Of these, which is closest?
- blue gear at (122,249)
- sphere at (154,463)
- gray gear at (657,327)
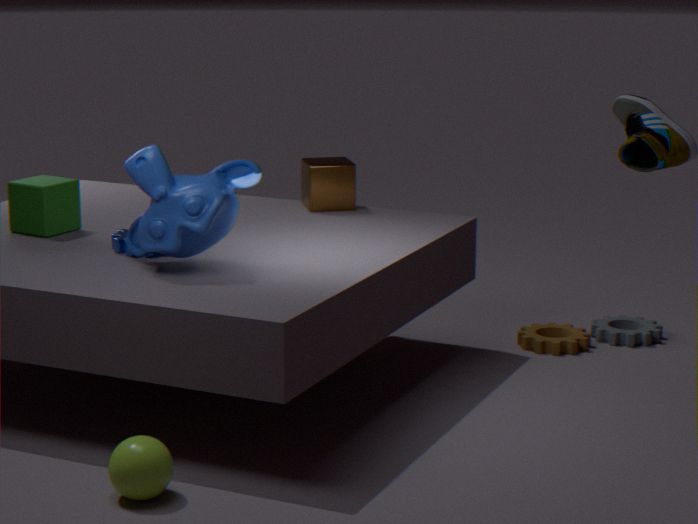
sphere at (154,463)
